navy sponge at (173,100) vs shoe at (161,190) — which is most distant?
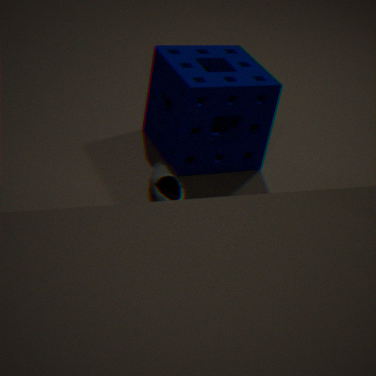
navy sponge at (173,100)
